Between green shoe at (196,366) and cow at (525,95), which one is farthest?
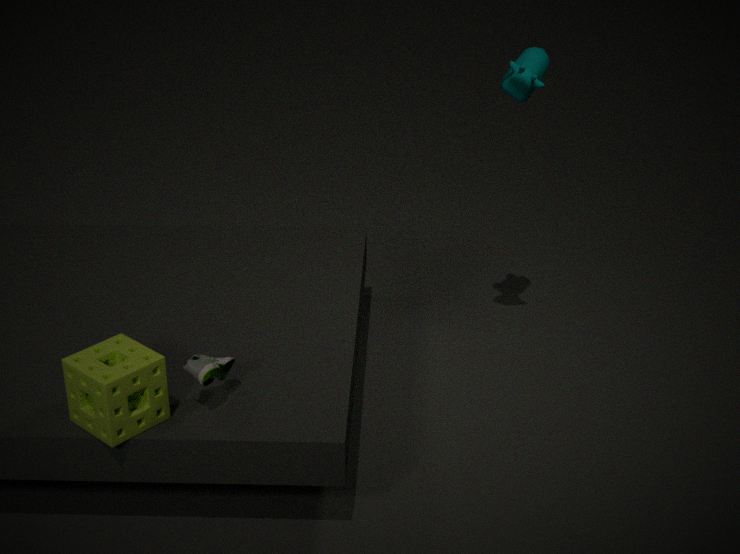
cow at (525,95)
